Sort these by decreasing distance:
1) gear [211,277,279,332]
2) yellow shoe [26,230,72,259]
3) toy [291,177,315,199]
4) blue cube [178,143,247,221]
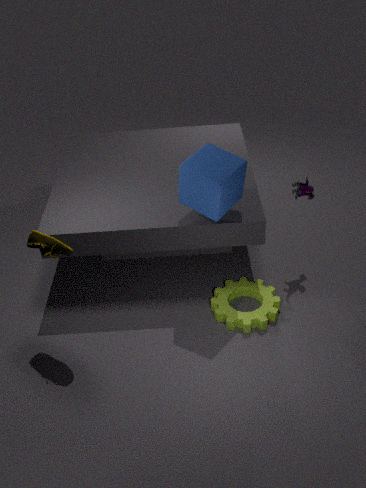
3. toy [291,177,315,199] → 1. gear [211,277,279,332] → 4. blue cube [178,143,247,221] → 2. yellow shoe [26,230,72,259]
